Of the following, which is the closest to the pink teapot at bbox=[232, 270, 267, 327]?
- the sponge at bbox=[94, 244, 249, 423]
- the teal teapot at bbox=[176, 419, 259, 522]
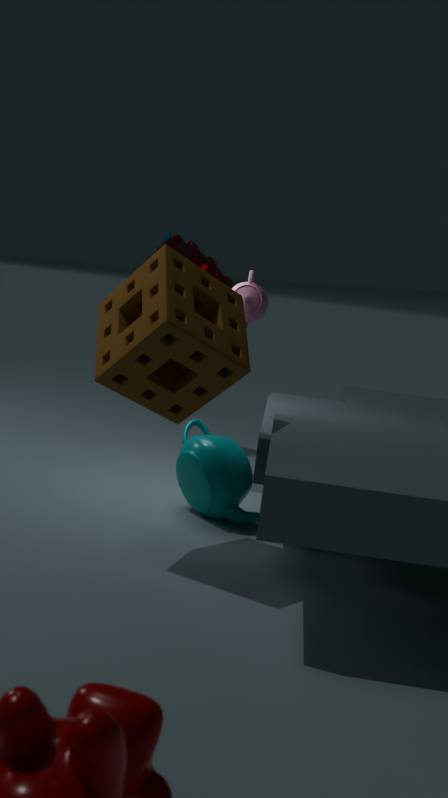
the sponge at bbox=[94, 244, 249, 423]
